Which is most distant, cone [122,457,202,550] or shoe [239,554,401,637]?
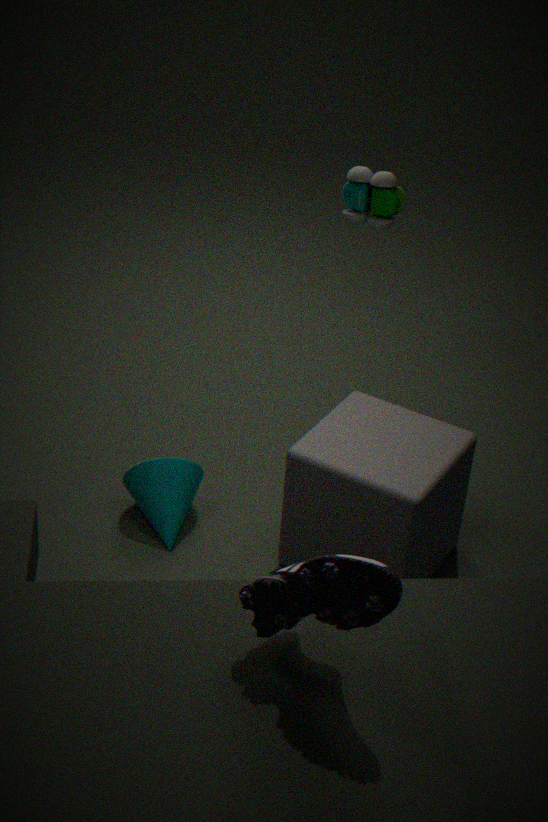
cone [122,457,202,550]
